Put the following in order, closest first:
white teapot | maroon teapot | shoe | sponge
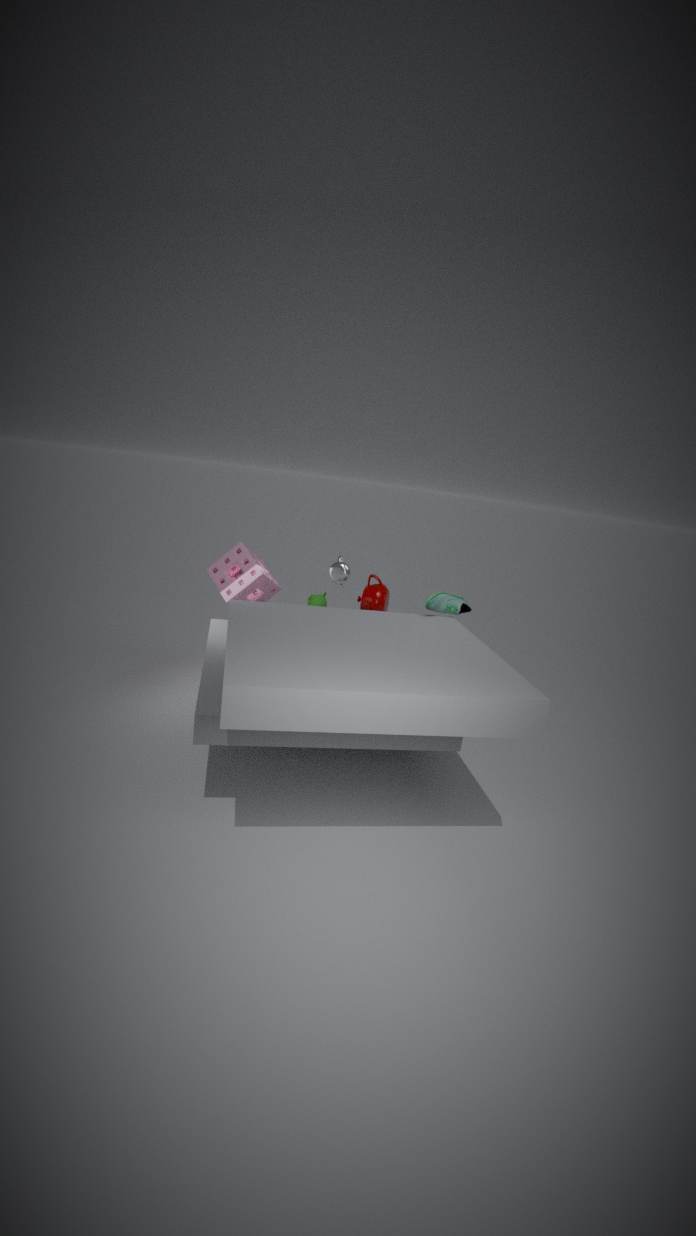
1. shoe
2. white teapot
3. sponge
4. maroon teapot
